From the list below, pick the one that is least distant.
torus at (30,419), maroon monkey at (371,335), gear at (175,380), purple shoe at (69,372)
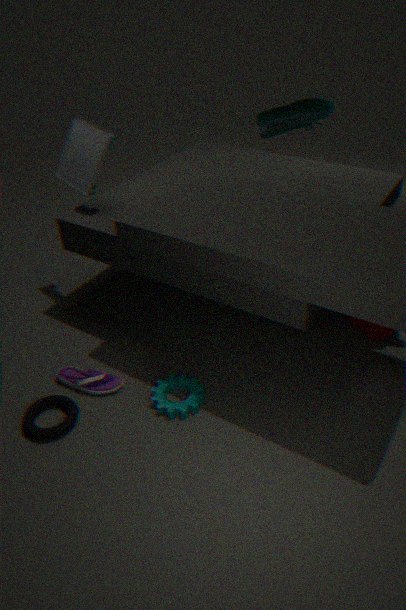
torus at (30,419)
